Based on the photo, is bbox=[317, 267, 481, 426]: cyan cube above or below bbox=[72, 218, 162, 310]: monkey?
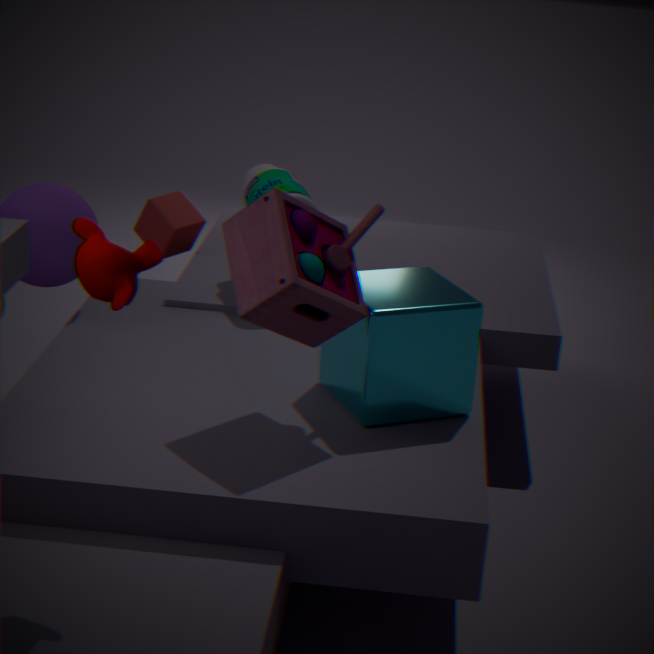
below
